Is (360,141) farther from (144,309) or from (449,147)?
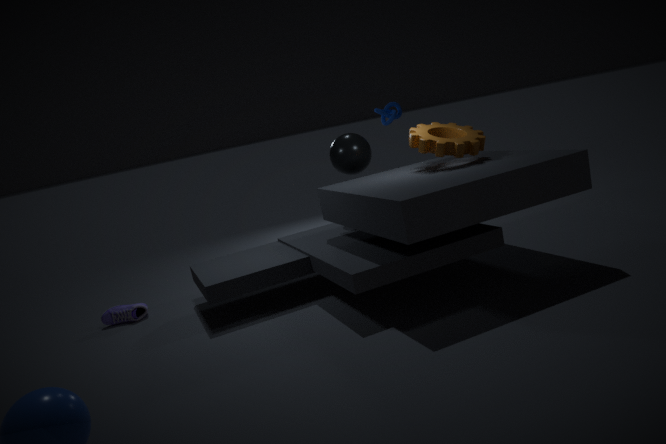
(144,309)
